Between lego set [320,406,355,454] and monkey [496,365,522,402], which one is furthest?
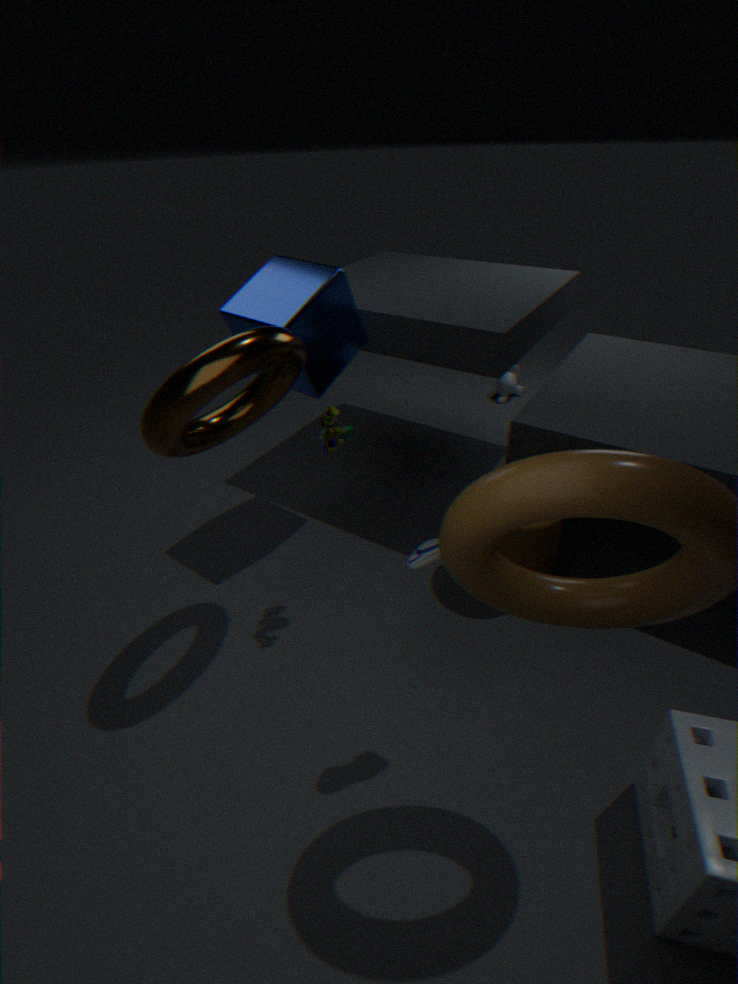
monkey [496,365,522,402]
